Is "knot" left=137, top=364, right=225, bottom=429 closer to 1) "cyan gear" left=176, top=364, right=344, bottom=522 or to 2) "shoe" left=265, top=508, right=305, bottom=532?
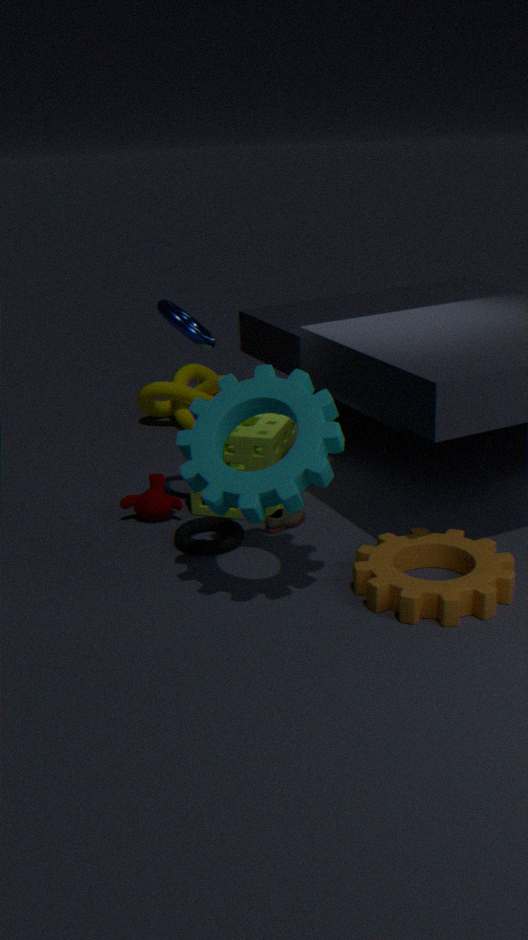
2) "shoe" left=265, top=508, right=305, bottom=532
